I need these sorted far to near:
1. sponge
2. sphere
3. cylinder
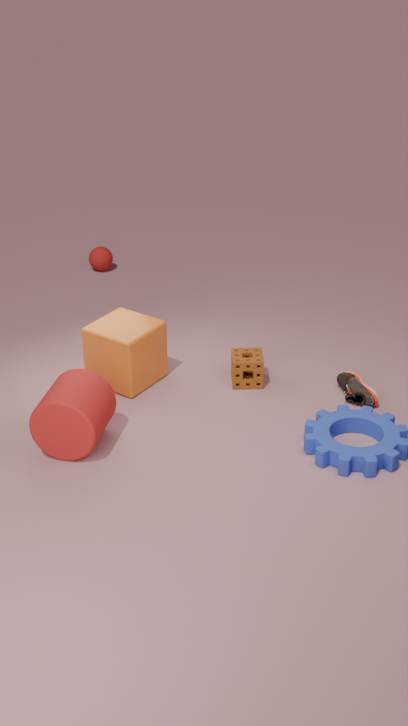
sphere < sponge < cylinder
